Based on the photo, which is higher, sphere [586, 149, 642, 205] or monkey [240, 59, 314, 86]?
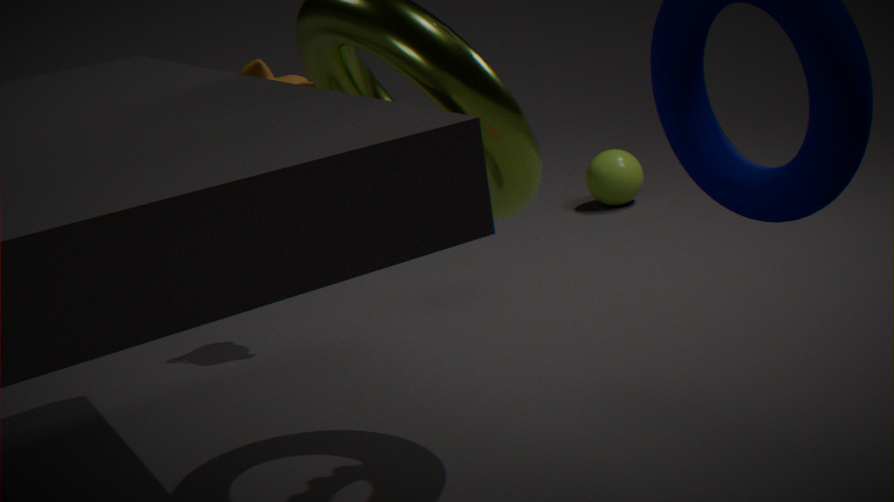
monkey [240, 59, 314, 86]
